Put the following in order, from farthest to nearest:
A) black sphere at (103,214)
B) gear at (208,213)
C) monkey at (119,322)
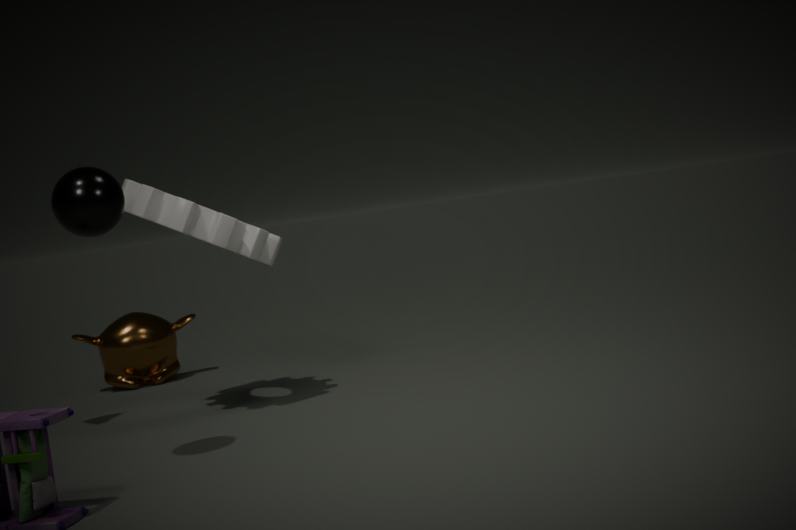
1. monkey at (119,322)
2. gear at (208,213)
3. black sphere at (103,214)
